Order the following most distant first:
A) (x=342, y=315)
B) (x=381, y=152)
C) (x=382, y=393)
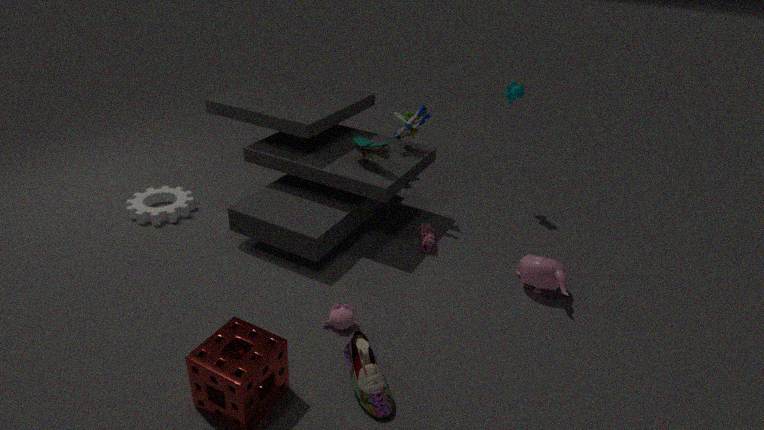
(x=381, y=152) < (x=342, y=315) < (x=382, y=393)
